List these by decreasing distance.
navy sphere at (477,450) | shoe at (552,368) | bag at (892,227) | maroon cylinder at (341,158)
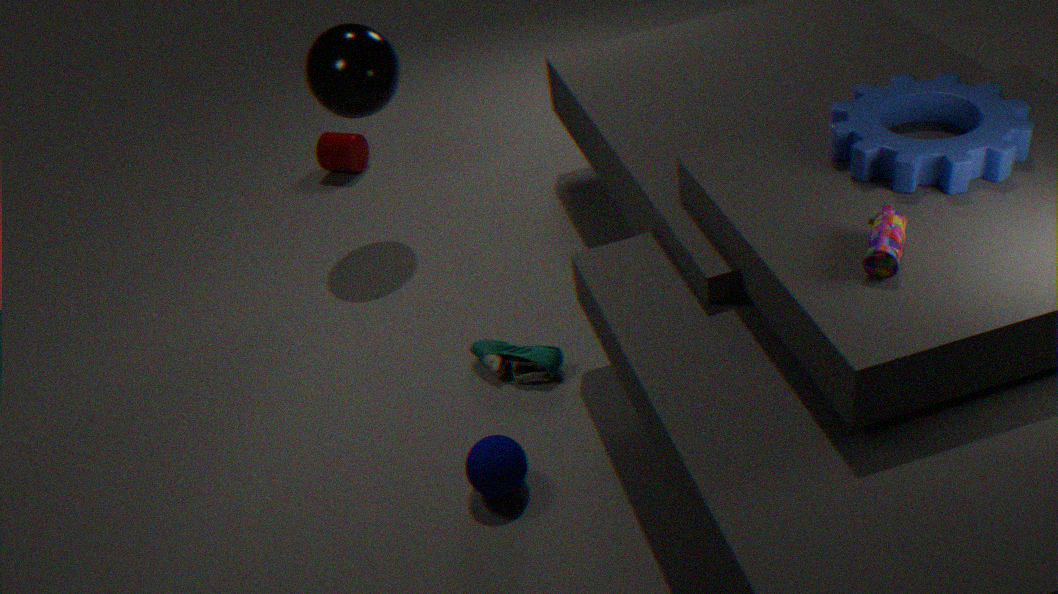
1. maroon cylinder at (341,158)
2. shoe at (552,368)
3. navy sphere at (477,450)
4. bag at (892,227)
